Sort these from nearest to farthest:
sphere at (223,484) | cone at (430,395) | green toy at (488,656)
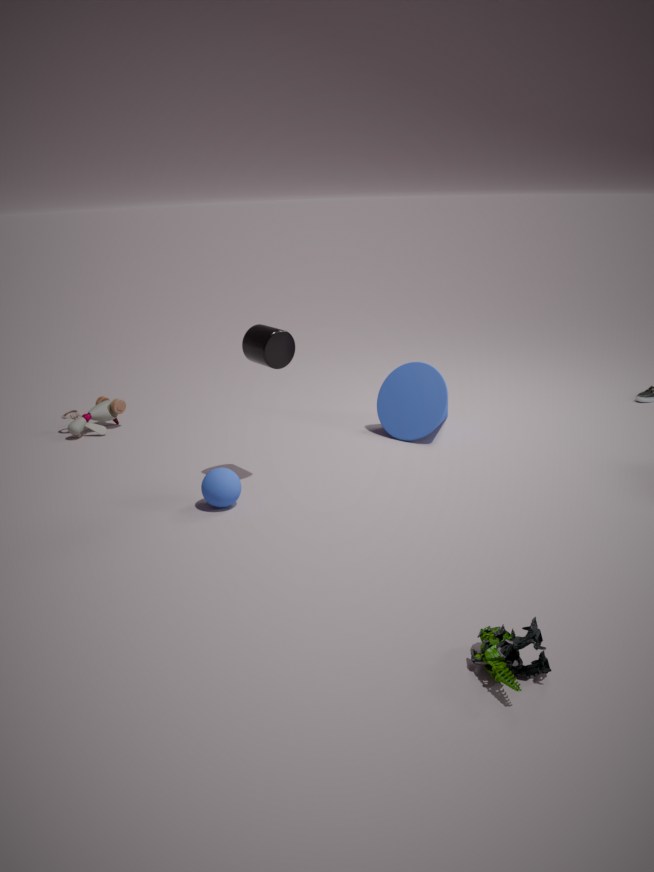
green toy at (488,656)
sphere at (223,484)
cone at (430,395)
